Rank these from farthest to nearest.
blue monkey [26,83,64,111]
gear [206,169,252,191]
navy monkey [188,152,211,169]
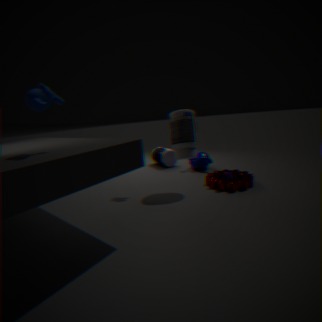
navy monkey [188,152,211,169], gear [206,169,252,191], blue monkey [26,83,64,111]
